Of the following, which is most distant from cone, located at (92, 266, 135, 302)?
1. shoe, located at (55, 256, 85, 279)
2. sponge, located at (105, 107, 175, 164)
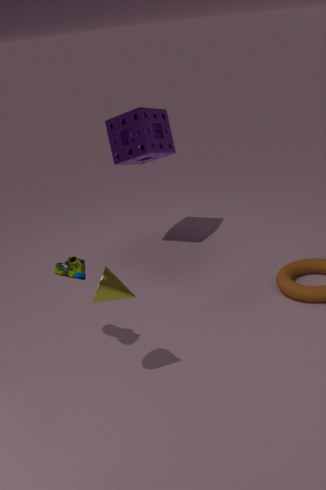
sponge, located at (105, 107, 175, 164)
